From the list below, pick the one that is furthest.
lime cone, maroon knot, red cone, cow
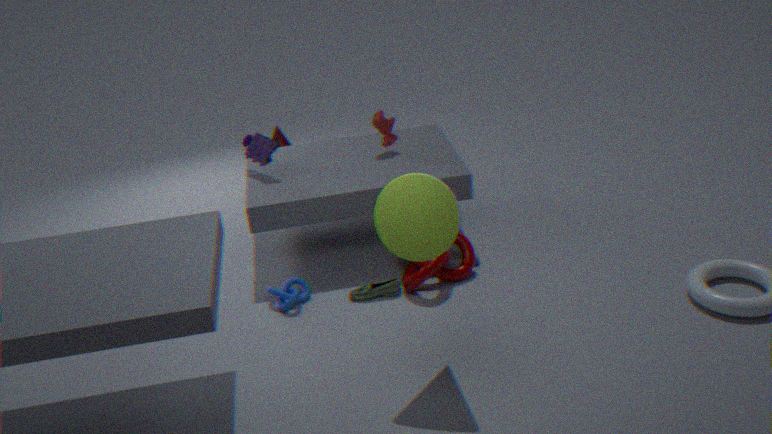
red cone
